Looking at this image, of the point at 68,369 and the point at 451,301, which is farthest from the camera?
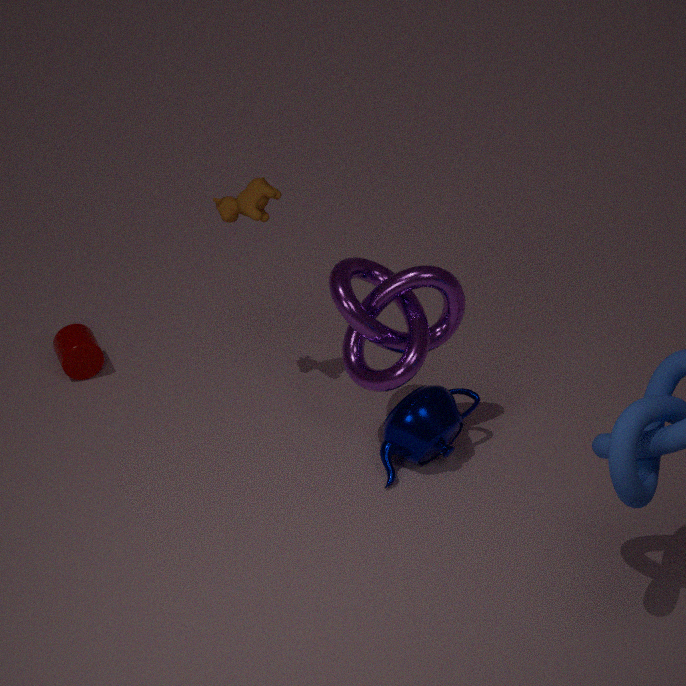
the point at 68,369
